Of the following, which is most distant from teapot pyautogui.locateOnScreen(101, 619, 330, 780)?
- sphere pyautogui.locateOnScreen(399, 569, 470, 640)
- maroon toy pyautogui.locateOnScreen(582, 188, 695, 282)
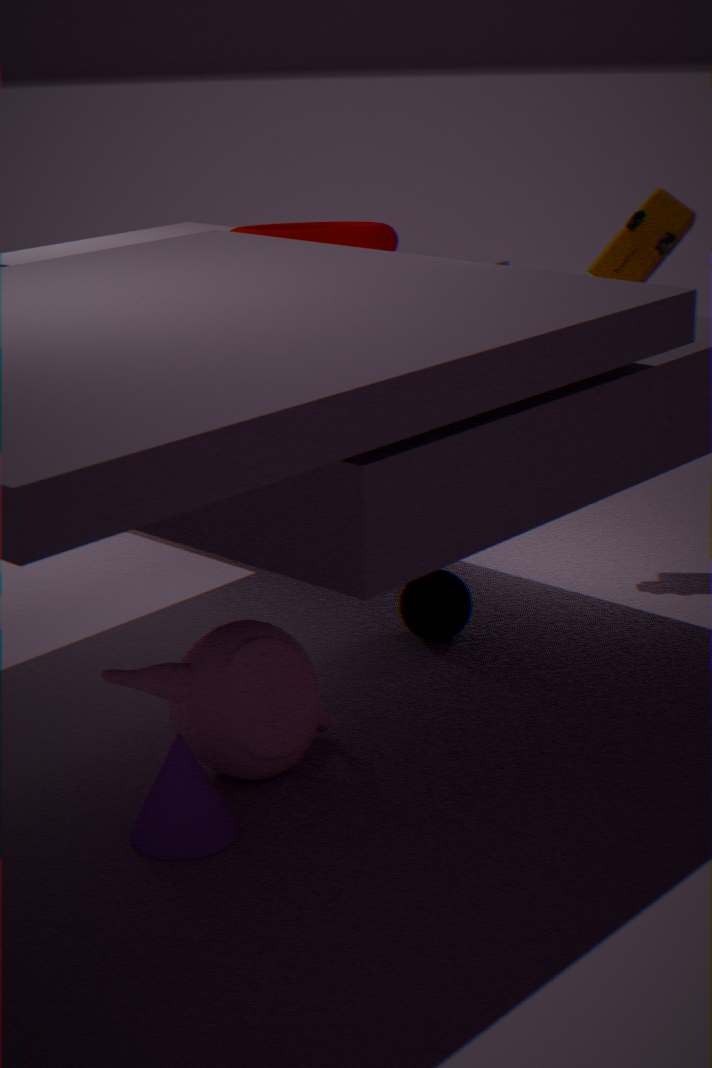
maroon toy pyautogui.locateOnScreen(582, 188, 695, 282)
